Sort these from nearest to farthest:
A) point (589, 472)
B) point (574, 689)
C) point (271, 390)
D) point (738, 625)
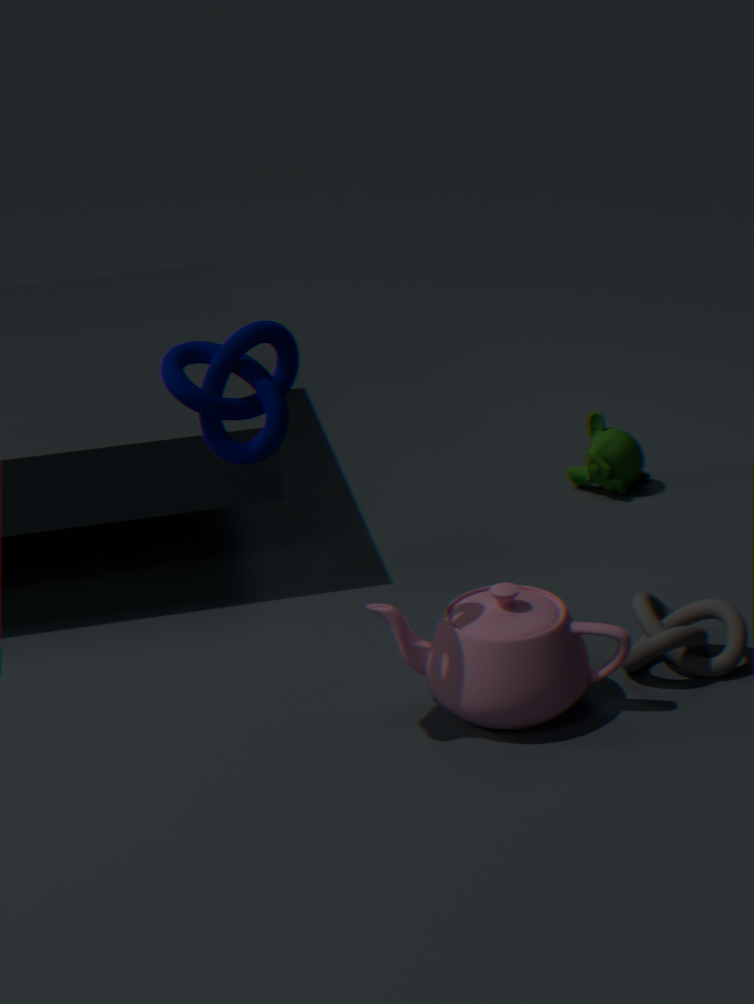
point (271, 390), point (574, 689), point (738, 625), point (589, 472)
